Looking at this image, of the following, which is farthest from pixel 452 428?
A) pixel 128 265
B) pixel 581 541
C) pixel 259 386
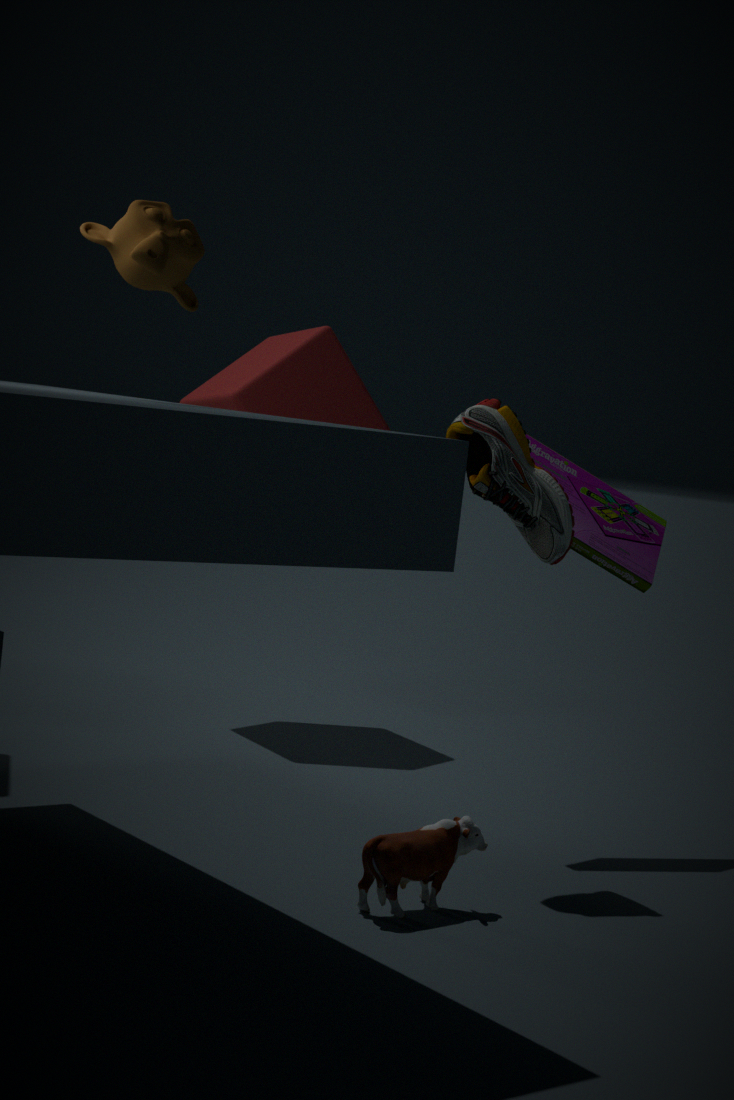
pixel 259 386
